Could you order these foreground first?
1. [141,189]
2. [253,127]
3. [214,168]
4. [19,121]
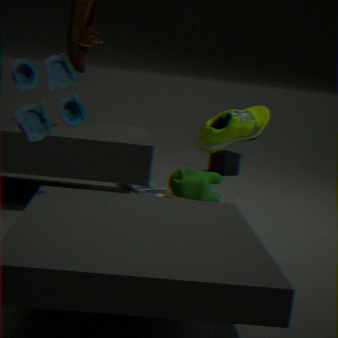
[19,121] → [253,127] → [141,189] → [214,168]
